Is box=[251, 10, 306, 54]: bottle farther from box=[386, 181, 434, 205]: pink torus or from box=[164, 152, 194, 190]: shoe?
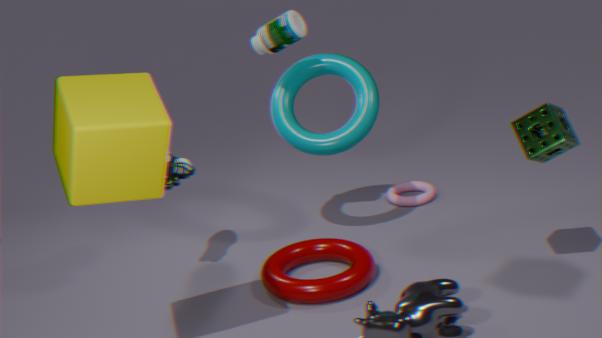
box=[386, 181, 434, 205]: pink torus
